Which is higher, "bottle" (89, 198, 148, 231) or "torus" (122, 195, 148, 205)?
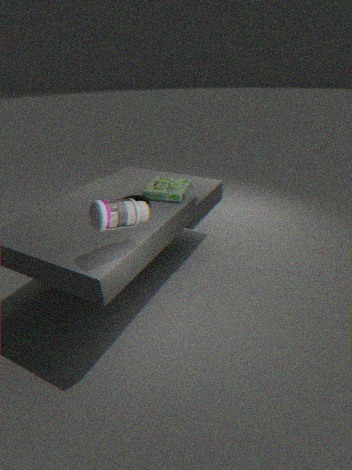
"bottle" (89, 198, 148, 231)
